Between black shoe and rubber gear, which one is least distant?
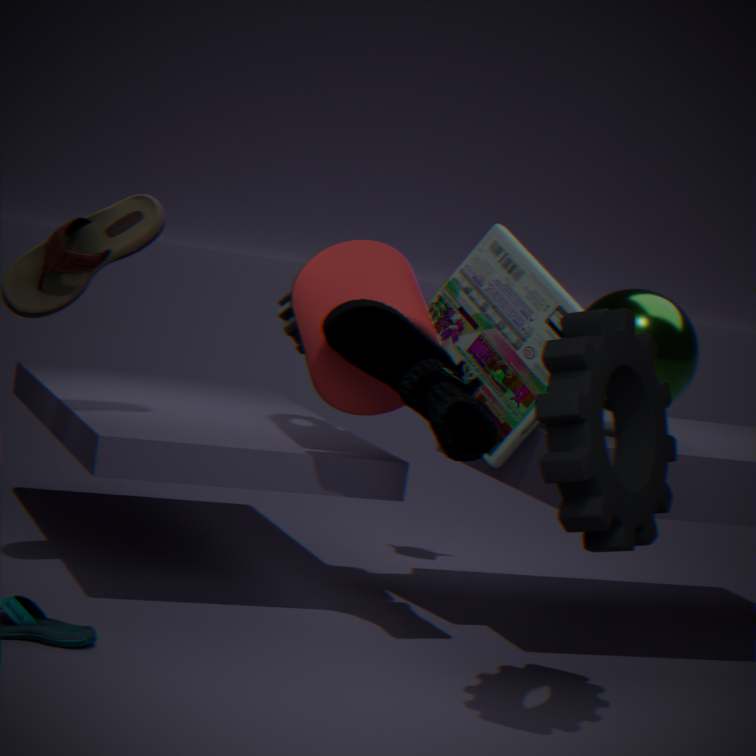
rubber gear
